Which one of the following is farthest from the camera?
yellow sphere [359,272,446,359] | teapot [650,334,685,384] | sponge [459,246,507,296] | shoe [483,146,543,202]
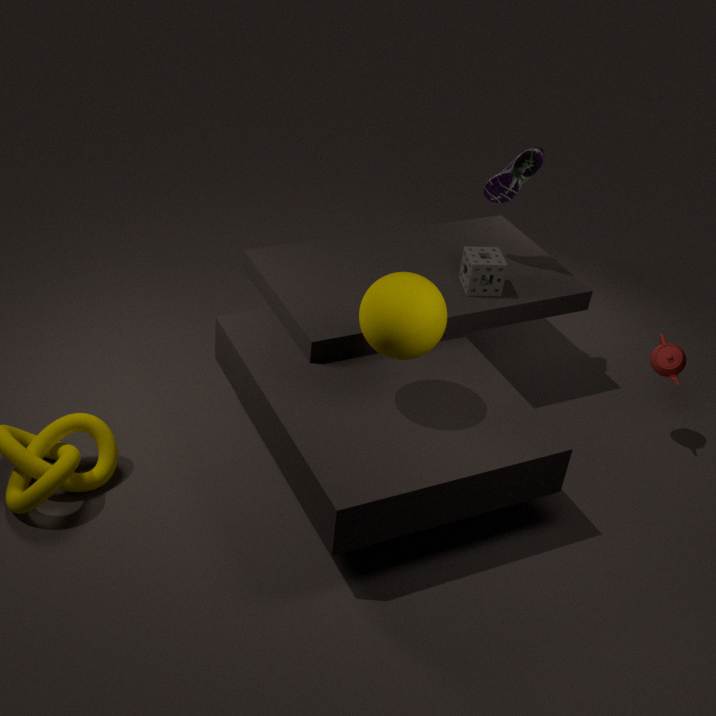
shoe [483,146,543,202]
